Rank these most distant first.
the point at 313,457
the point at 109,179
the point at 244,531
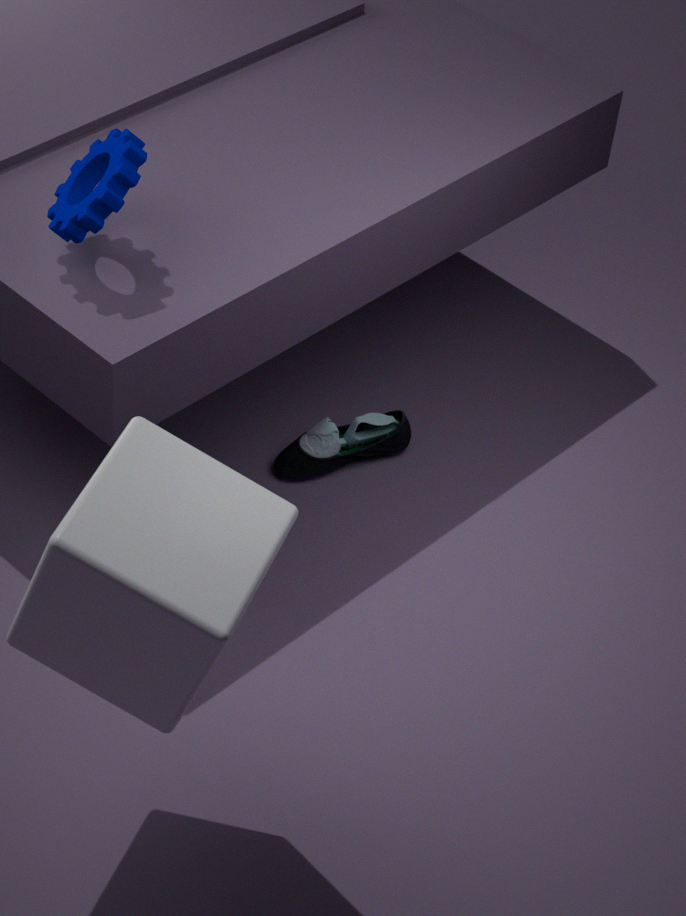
the point at 313,457
the point at 109,179
the point at 244,531
